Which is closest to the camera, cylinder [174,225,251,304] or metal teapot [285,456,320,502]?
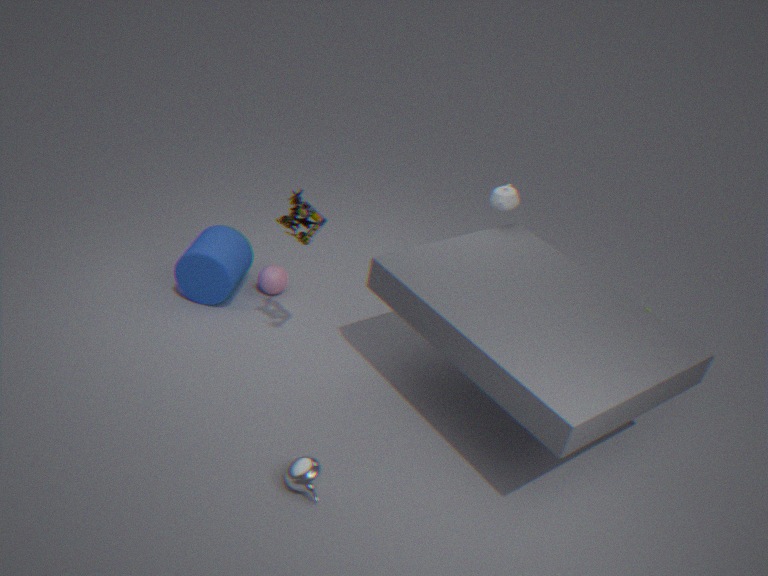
metal teapot [285,456,320,502]
